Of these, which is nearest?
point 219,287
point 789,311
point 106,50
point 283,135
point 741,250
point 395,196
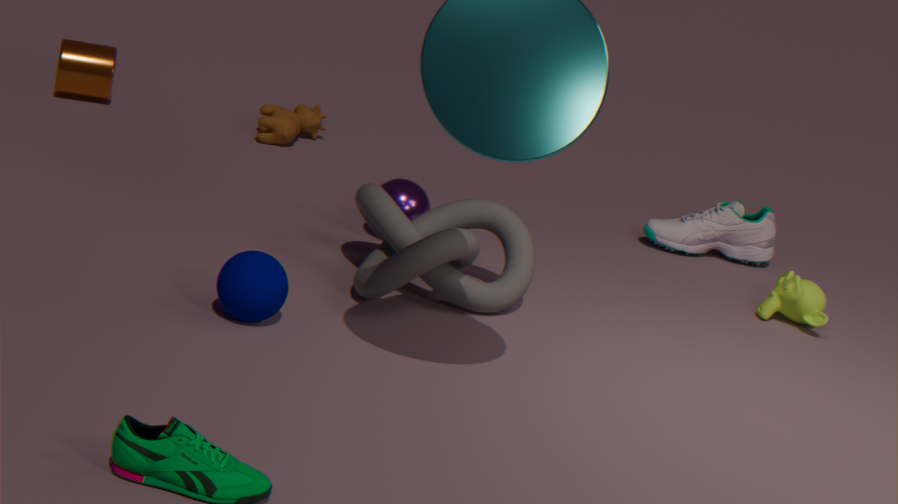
point 219,287
